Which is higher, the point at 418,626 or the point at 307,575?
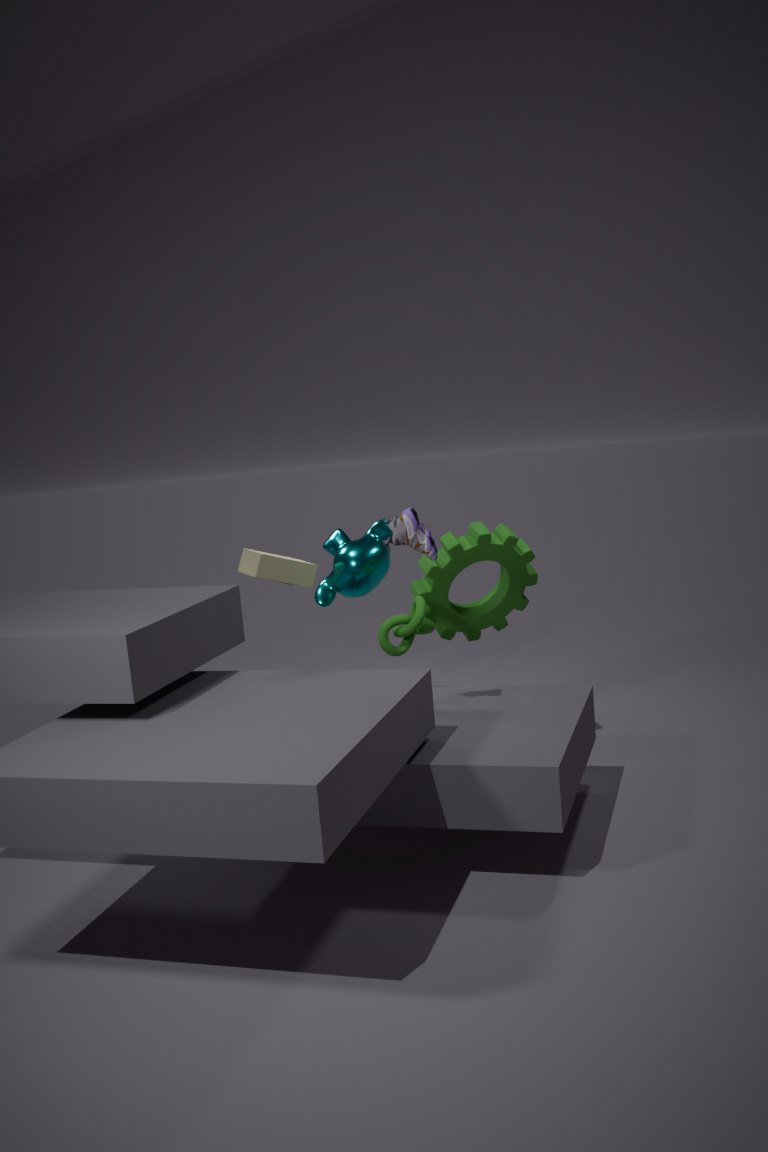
the point at 307,575
